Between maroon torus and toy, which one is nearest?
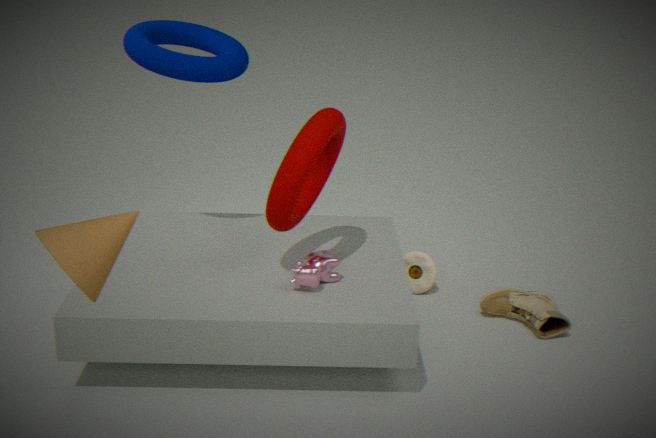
maroon torus
